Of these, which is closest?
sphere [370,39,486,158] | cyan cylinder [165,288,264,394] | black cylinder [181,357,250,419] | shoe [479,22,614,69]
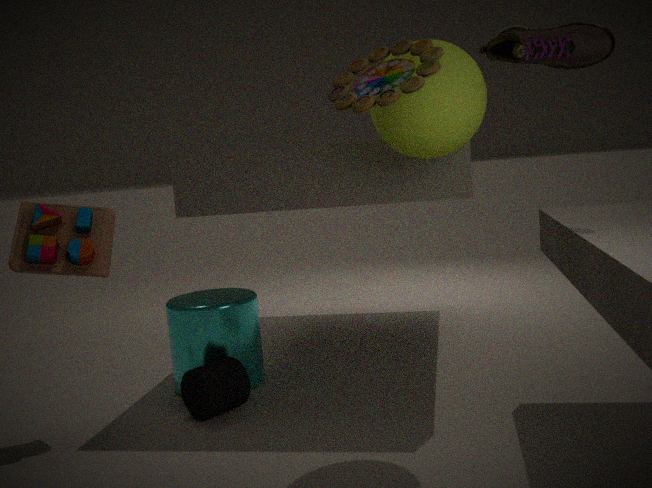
shoe [479,22,614,69]
